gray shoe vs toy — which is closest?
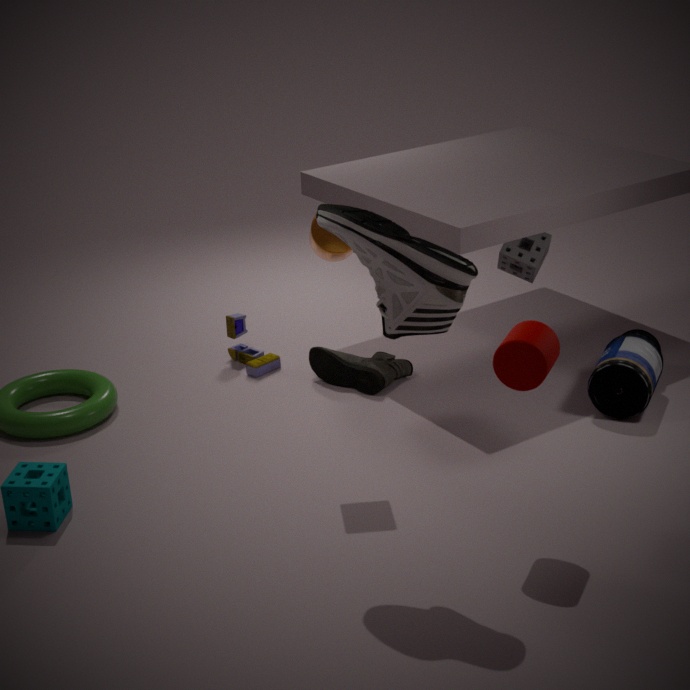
gray shoe
